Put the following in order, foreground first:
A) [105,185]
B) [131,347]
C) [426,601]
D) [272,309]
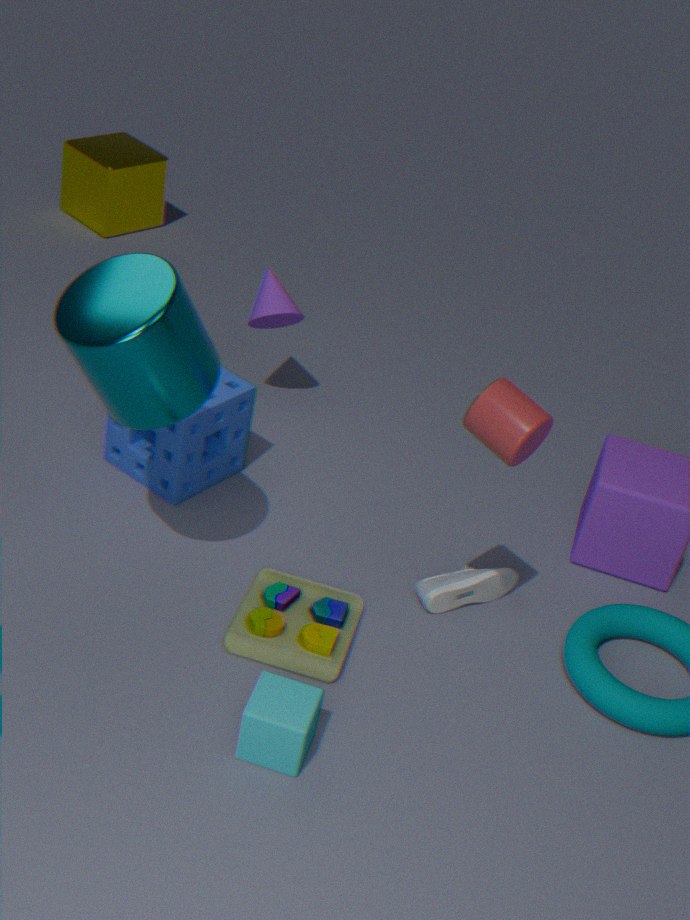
1. [131,347]
2. [426,601]
3. [272,309]
4. [105,185]
